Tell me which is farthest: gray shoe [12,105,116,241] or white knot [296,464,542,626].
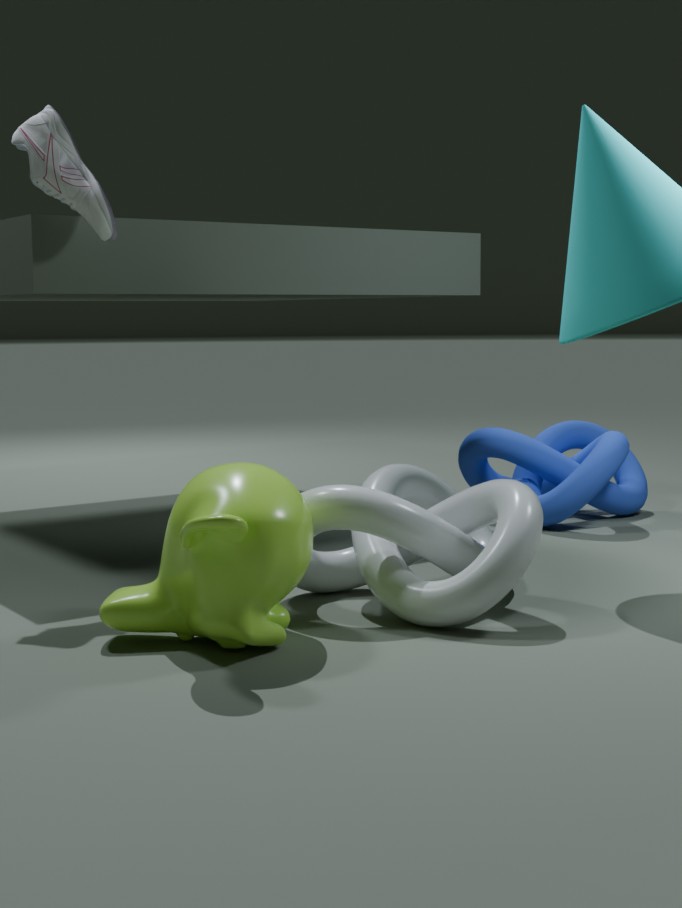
gray shoe [12,105,116,241]
